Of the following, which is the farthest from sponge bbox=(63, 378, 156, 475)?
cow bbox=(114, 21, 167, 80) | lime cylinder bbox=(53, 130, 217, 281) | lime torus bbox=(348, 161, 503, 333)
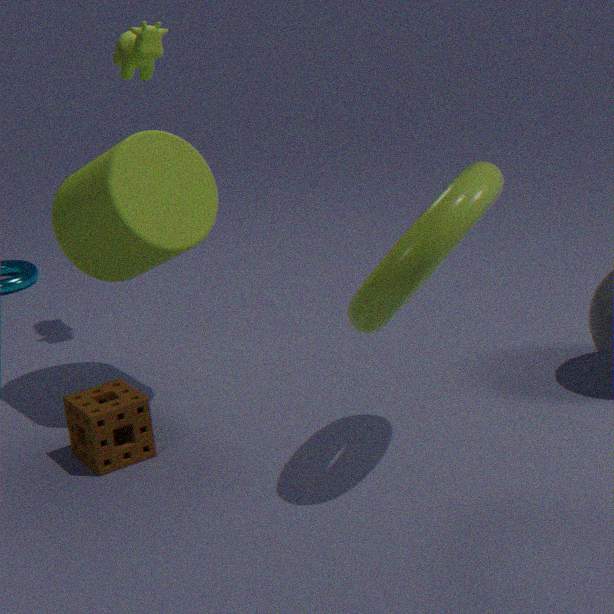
cow bbox=(114, 21, 167, 80)
